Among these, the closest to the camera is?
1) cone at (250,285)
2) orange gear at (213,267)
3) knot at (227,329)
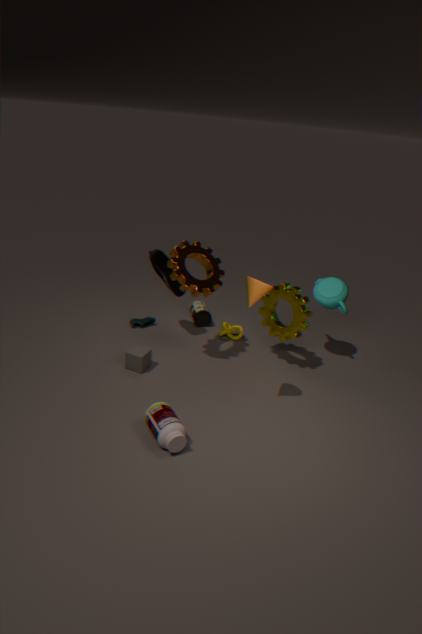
1. cone at (250,285)
